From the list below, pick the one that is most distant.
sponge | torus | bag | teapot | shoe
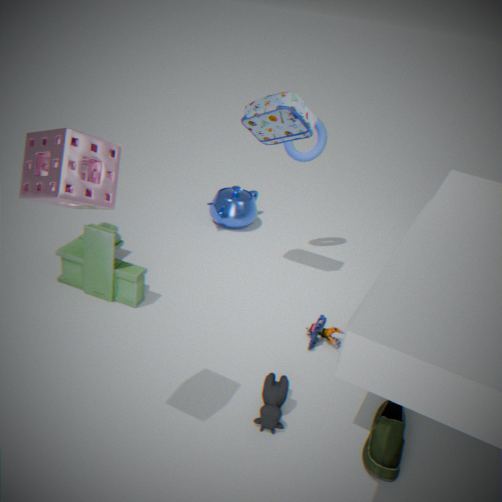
teapot
